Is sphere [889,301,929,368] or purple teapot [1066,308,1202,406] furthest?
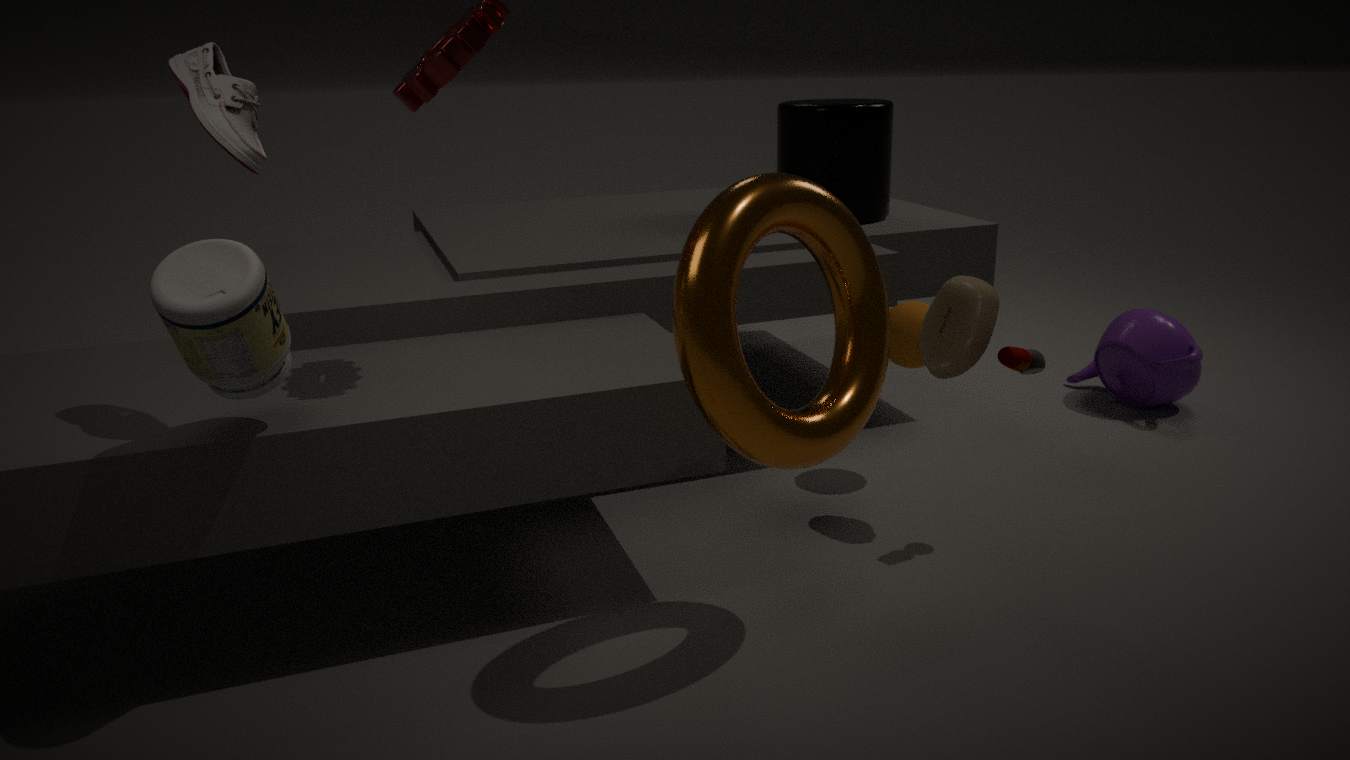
purple teapot [1066,308,1202,406]
